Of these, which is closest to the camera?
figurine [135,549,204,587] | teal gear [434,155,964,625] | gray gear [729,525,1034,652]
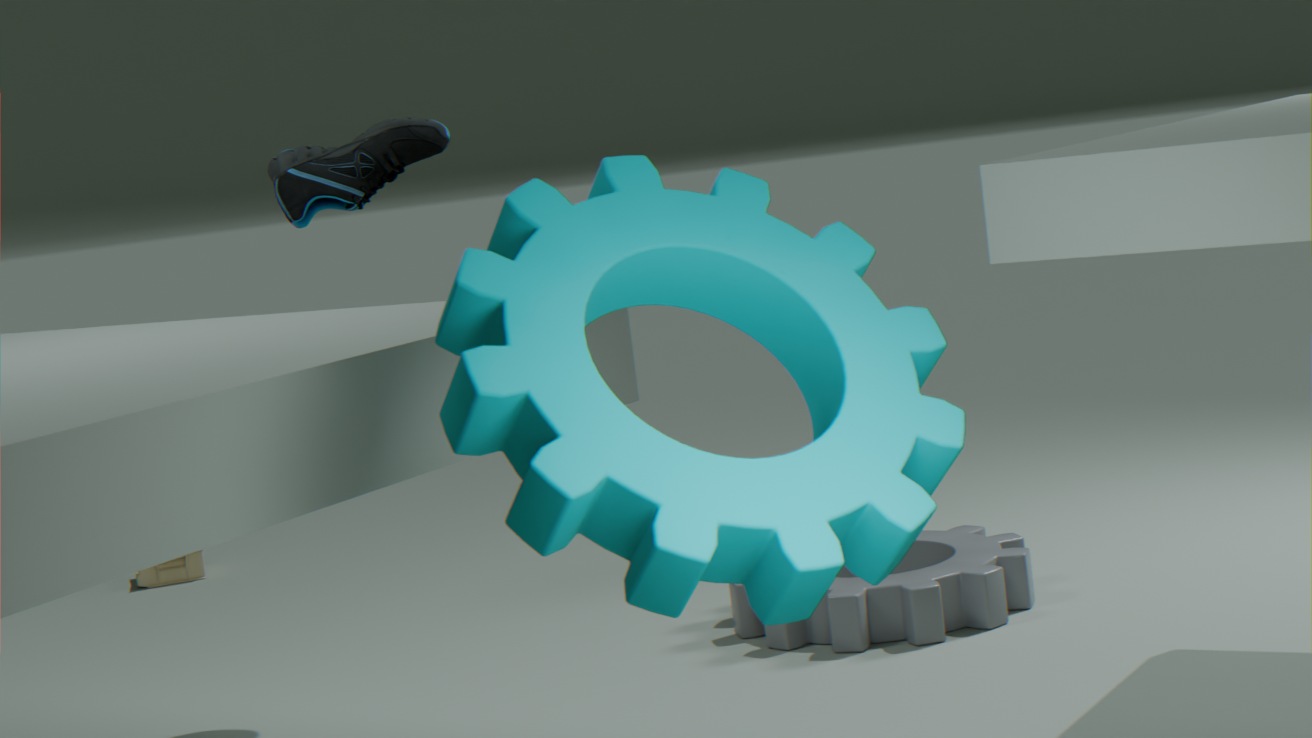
teal gear [434,155,964,625]
